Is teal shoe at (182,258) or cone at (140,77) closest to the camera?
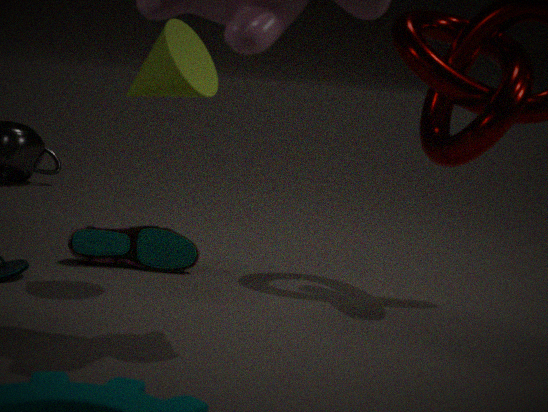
cone at (140,77)
